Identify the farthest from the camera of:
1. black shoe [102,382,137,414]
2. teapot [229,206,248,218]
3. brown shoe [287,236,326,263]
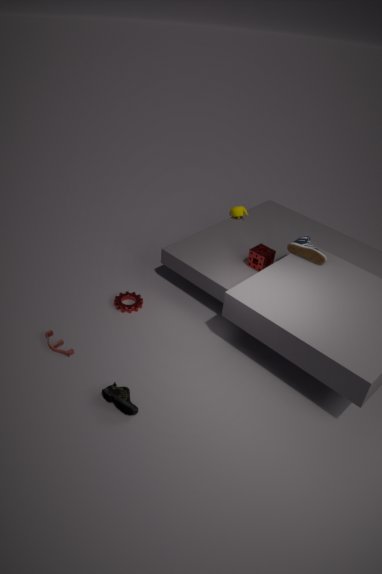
teapot [229,206,248,218]
